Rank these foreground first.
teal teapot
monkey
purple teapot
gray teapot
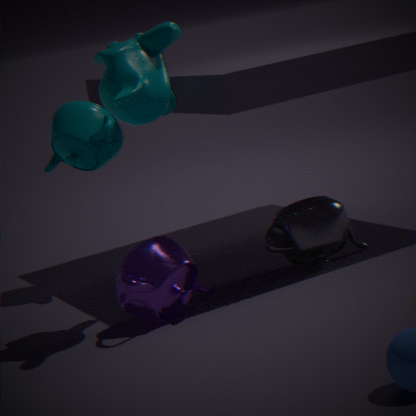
1. monkey
2. purple teapot
3. gray teapot
4. teal teapot
